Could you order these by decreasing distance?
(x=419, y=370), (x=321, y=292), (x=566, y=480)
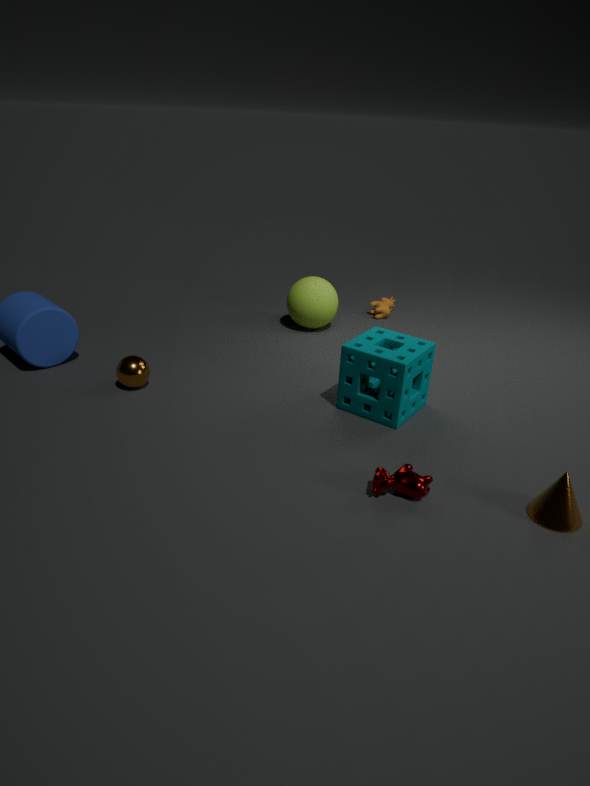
(x=321, y=292) → (x=419, y=370) → (x=566, y=480)
